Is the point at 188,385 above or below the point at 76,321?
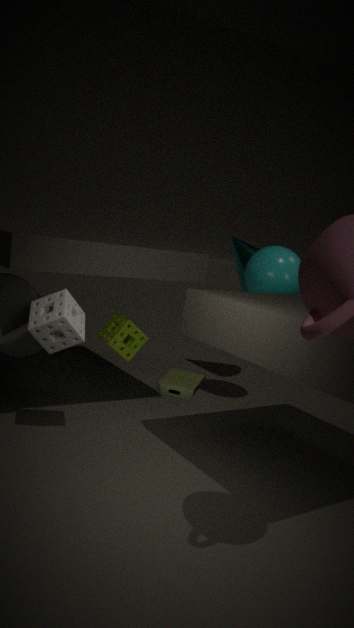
below
